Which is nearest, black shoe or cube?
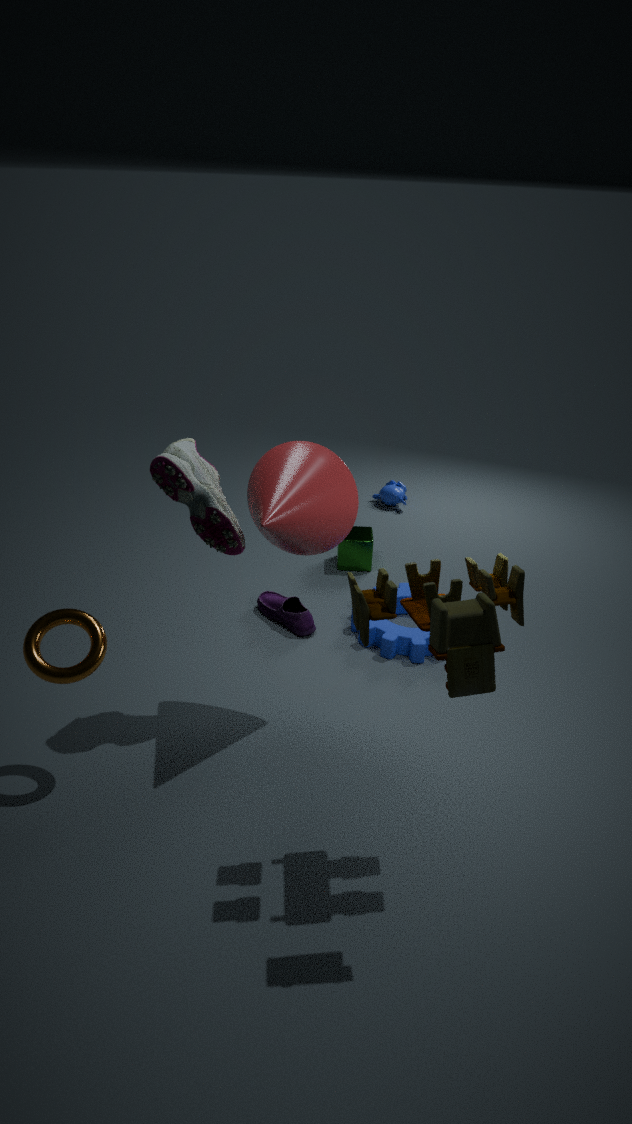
black shoe
